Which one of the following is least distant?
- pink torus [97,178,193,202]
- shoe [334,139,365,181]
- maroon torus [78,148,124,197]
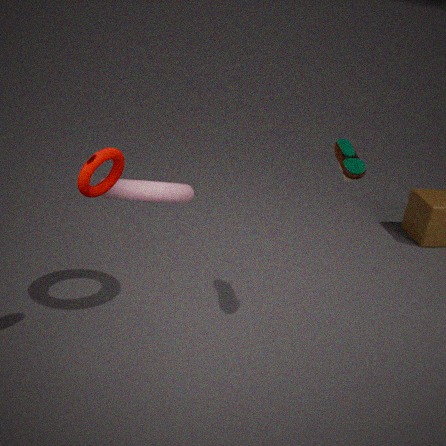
maroon torus [78,148,124,197]
